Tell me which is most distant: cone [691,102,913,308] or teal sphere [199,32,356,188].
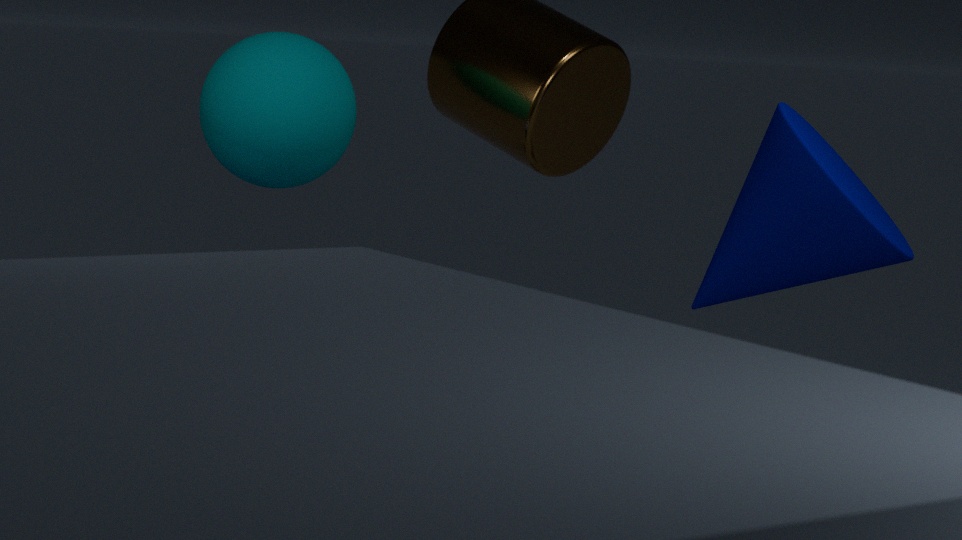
teal sphere [199,32,356,188]
